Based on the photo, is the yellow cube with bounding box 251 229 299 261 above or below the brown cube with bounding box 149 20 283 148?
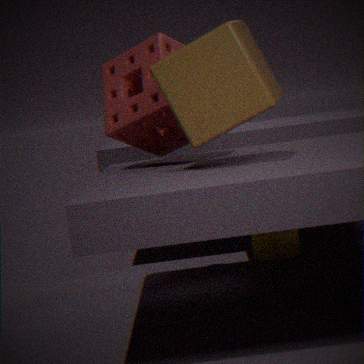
below
